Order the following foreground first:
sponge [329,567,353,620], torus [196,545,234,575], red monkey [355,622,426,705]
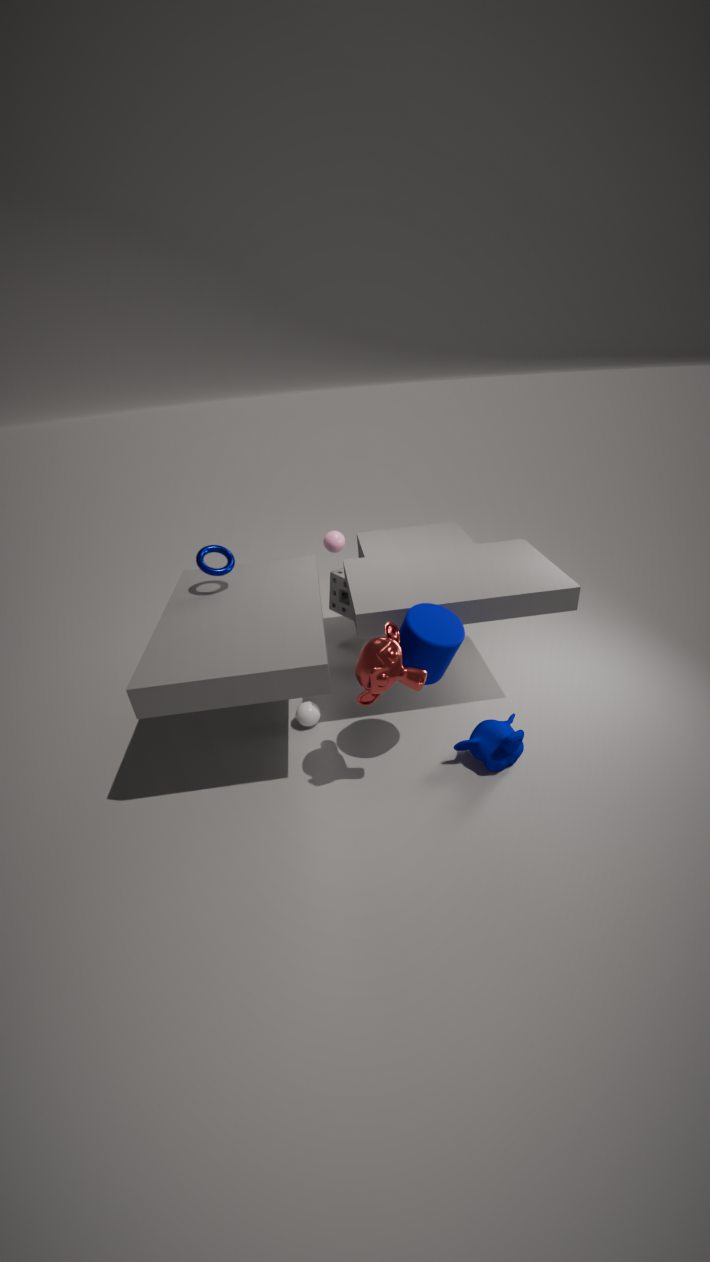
red monkey [355,622,426,705]
torus [196,545,234,575]
sponge [329,567,353,620]
